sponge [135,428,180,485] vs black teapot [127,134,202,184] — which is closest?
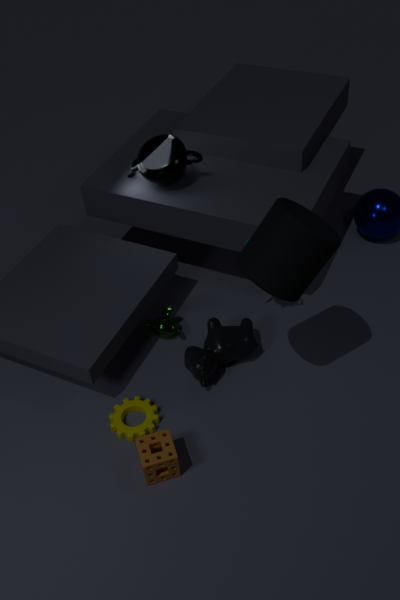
sponge [135,428,180,485]
